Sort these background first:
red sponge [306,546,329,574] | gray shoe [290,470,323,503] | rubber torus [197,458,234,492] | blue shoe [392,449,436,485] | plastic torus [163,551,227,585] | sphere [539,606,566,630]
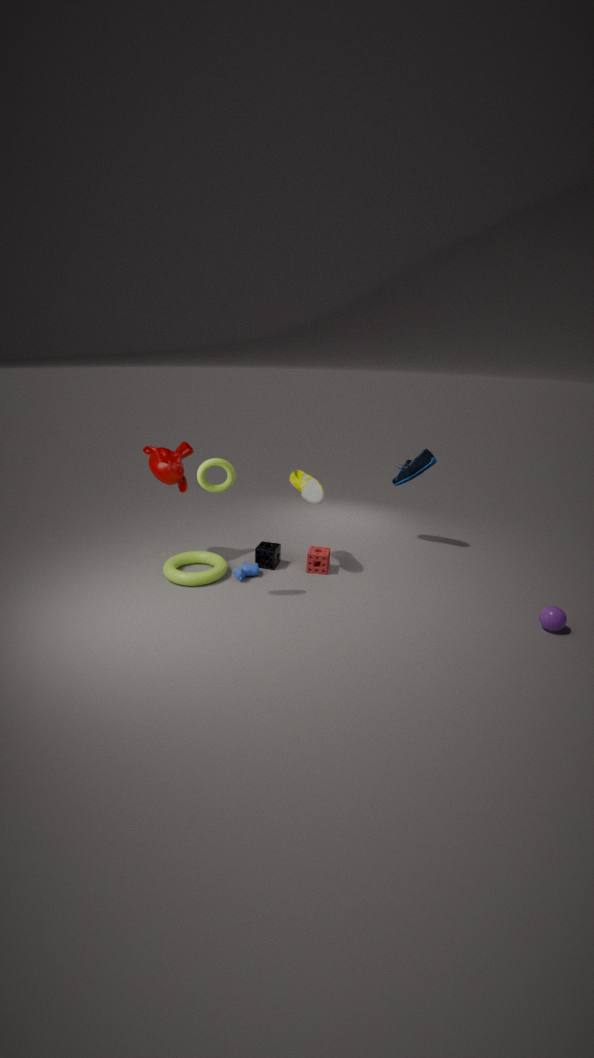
1. blue shoe [392,449,436,485]
2. red sponge [306,546,329,574]
3. gray shoe [290,470,323,503]
4. plastic torus [163,551,227,585]
5. sphere [539,606,566,630]
6. rubber torus [197,458,234,492]
